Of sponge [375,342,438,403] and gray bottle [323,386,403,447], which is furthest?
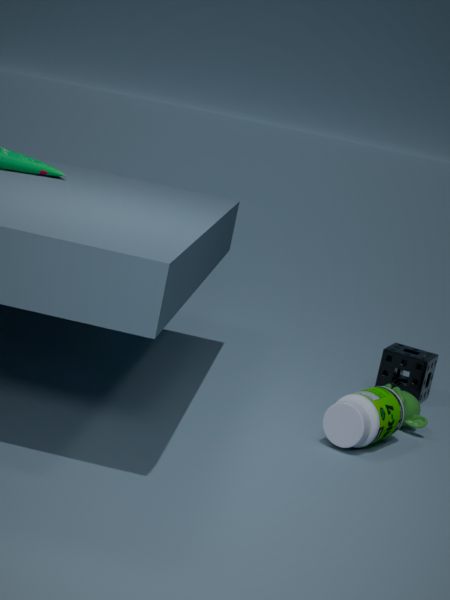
sponge [375,342,438,403]
